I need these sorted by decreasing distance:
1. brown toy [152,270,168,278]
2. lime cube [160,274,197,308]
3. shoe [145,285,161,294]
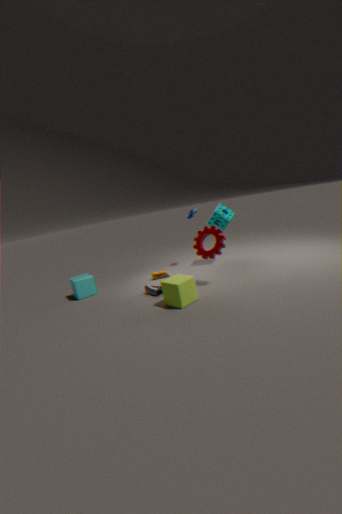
brown toy [152,270,168,278] < shoe [145,285,161,294] < lime cube [160,274,197,308]
